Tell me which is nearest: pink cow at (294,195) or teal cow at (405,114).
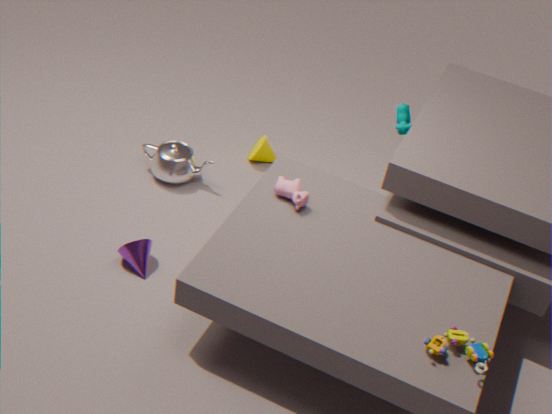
pink cow at (294,195)
